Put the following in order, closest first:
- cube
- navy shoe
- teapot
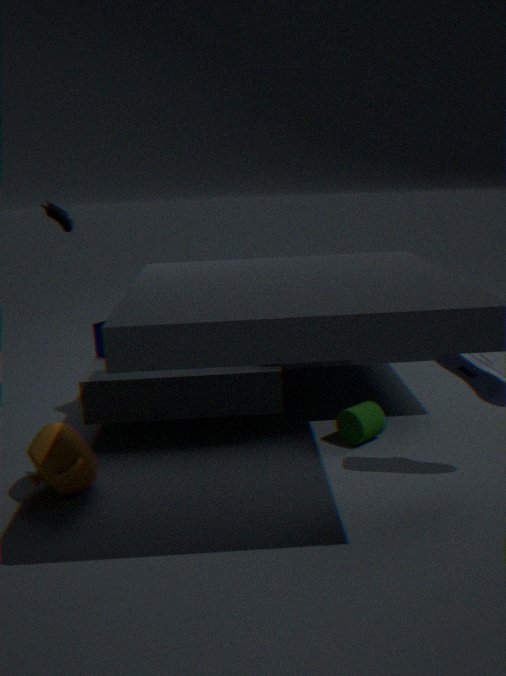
teapot < navy shoe < cube
